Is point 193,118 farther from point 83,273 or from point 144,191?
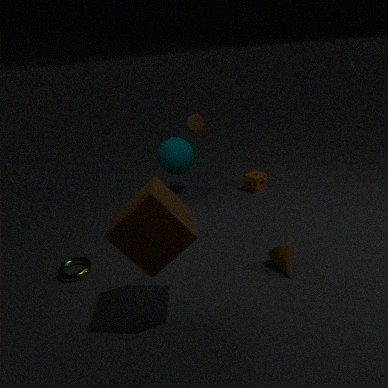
point 83,273
